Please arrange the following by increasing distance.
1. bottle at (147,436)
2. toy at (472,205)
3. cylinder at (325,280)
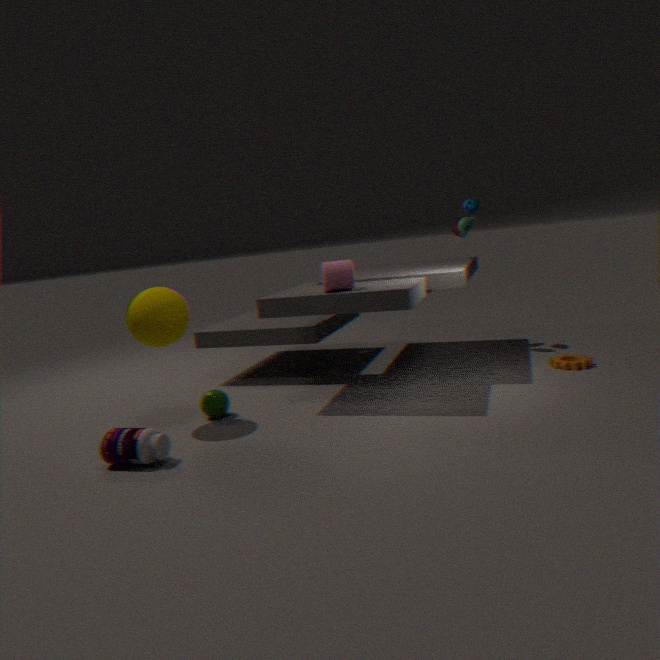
bottle at (147,436), cylinder at (325,280), toy at (472,205)
